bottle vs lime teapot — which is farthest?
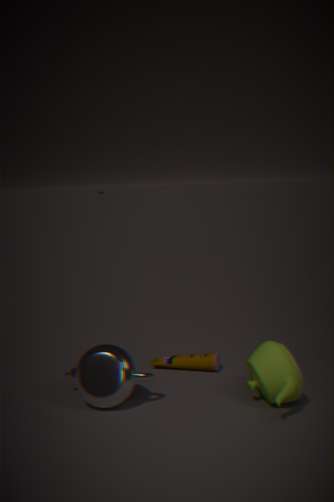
bottle
